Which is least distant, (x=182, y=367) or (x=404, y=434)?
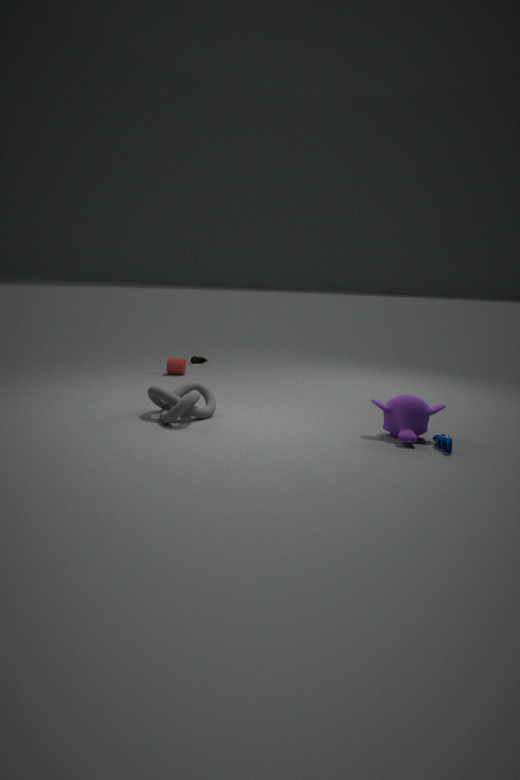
(x=404, y=434)
